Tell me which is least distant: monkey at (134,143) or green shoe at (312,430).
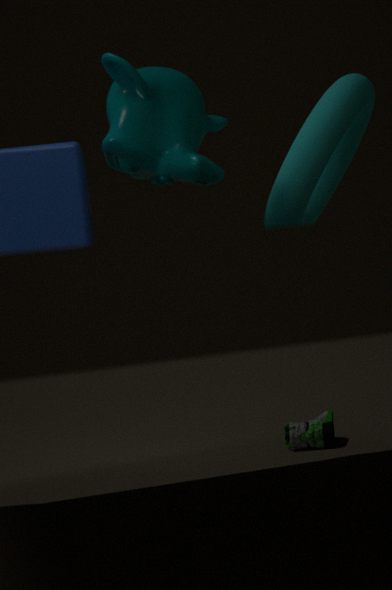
monkey at (134,143)
